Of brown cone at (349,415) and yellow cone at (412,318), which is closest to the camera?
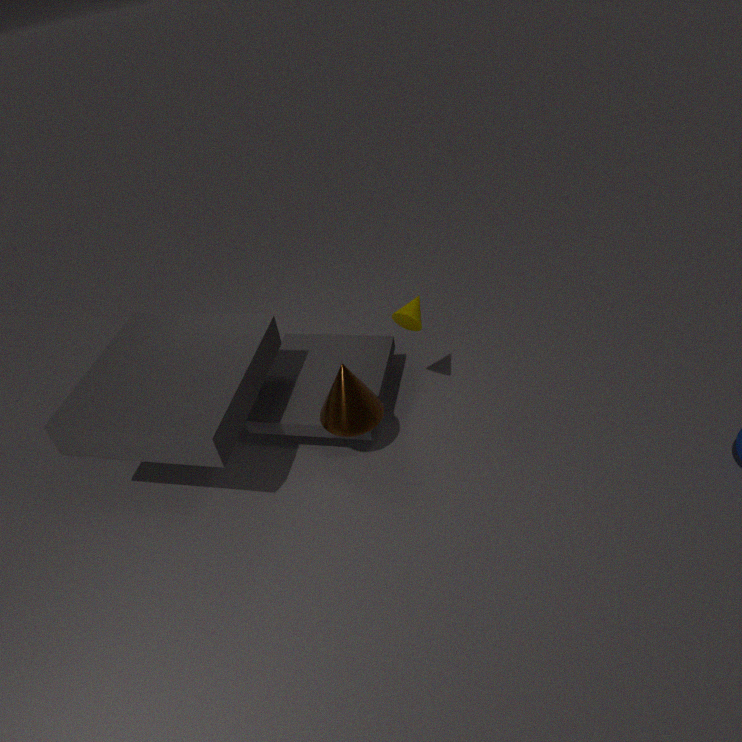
brown cone at (349,415)
